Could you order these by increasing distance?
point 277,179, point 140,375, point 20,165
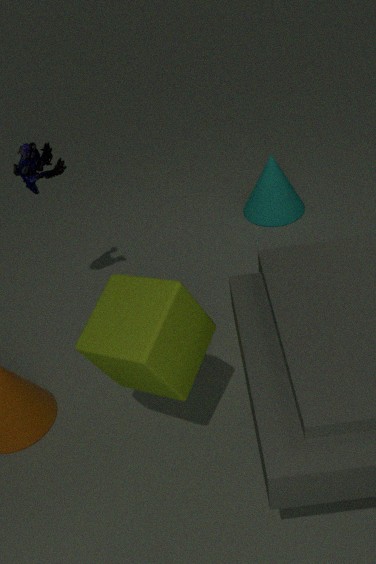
point 140,375, point 20,165, point 277,179
